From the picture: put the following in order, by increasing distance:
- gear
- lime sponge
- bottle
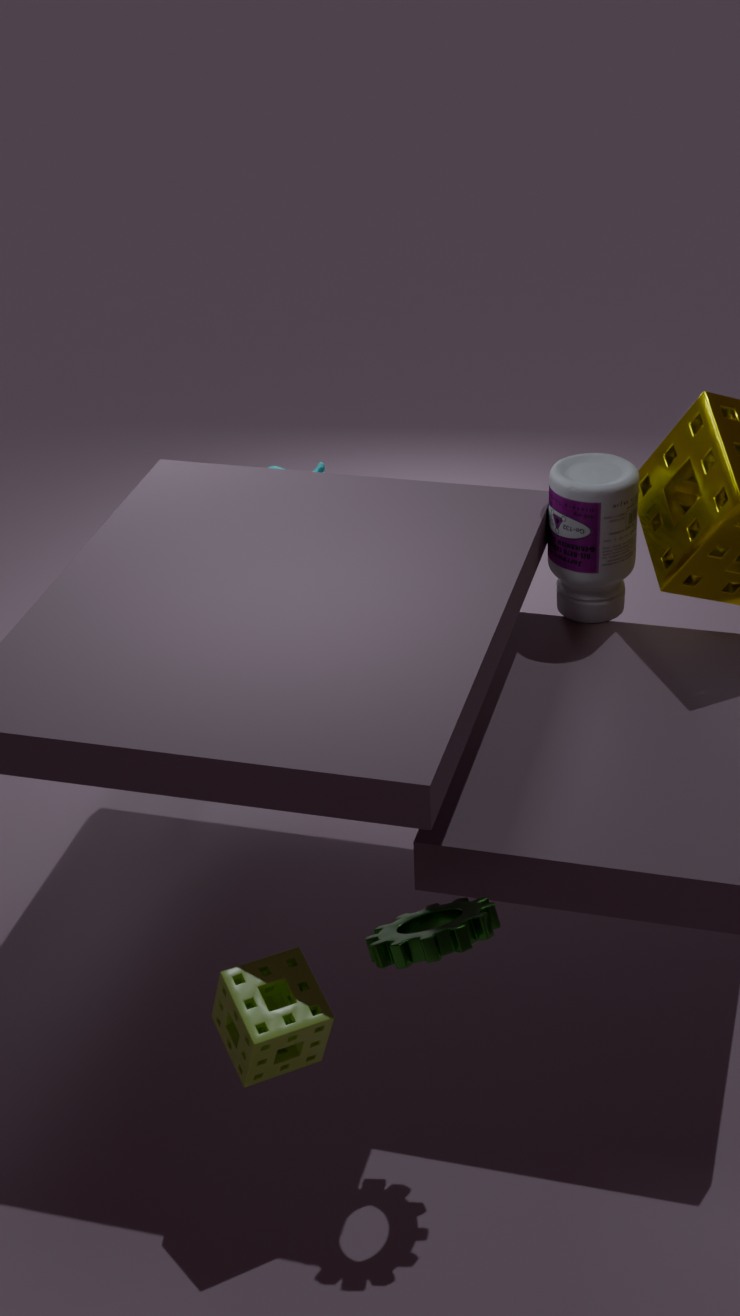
1. gear
2. lime sponge
3. bottle
